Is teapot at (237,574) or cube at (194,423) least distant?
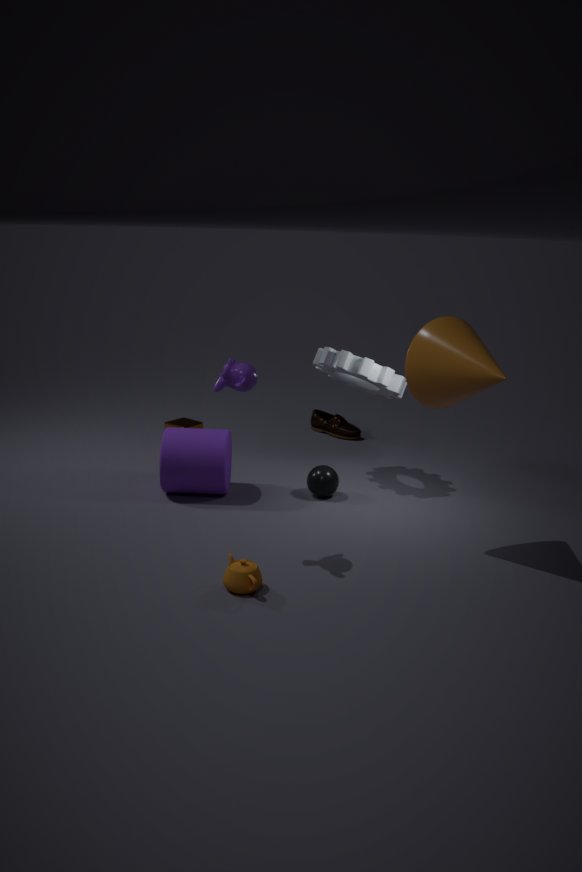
teapot at (237,574)
